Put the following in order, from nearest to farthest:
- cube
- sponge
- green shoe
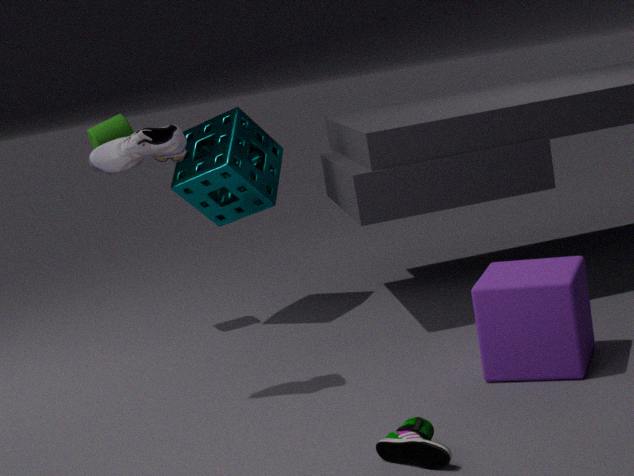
green shoe → cube → sponge
